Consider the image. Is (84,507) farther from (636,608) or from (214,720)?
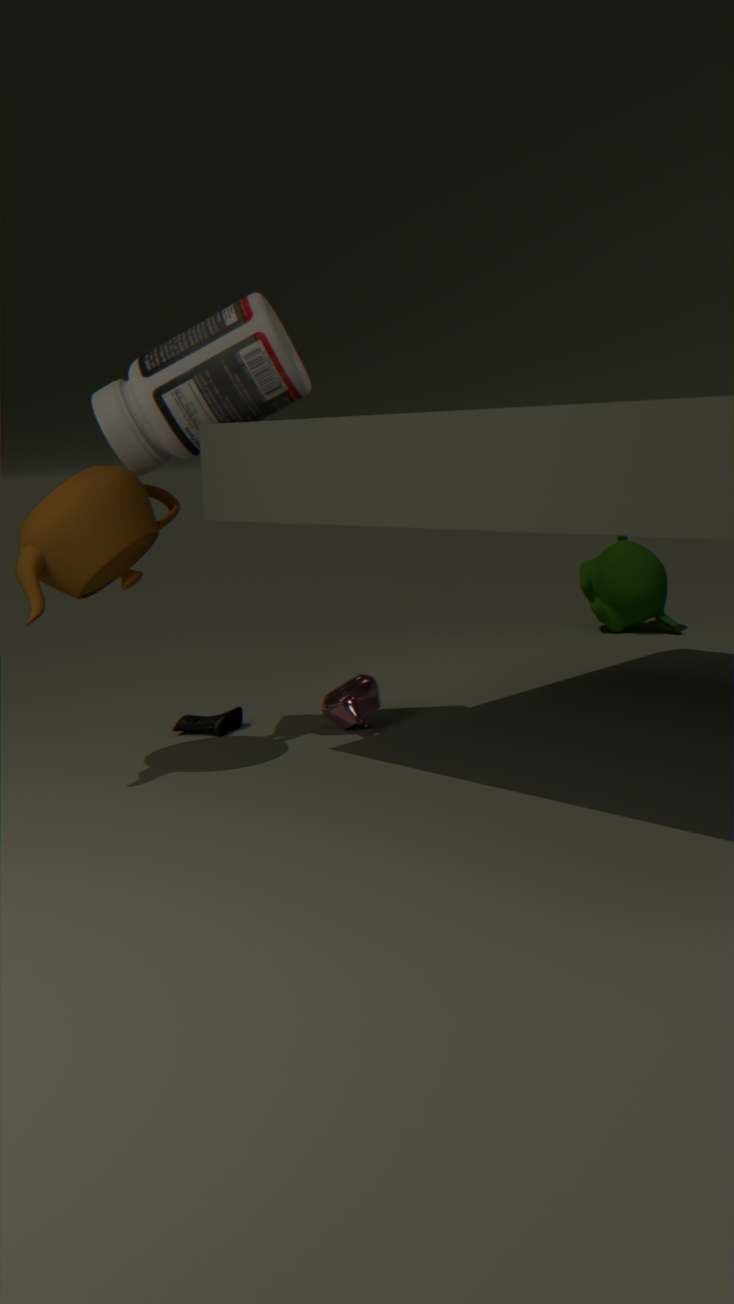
(636,608)
